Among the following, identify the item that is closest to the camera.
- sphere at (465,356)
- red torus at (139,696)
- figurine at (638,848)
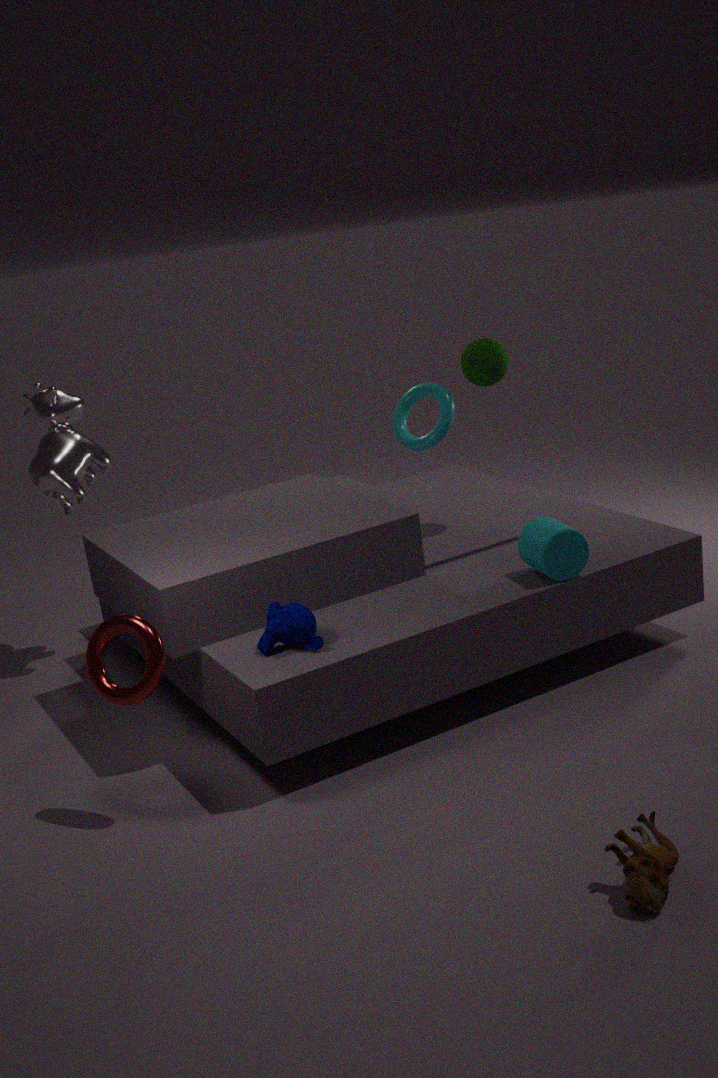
figurine at (638,848)
